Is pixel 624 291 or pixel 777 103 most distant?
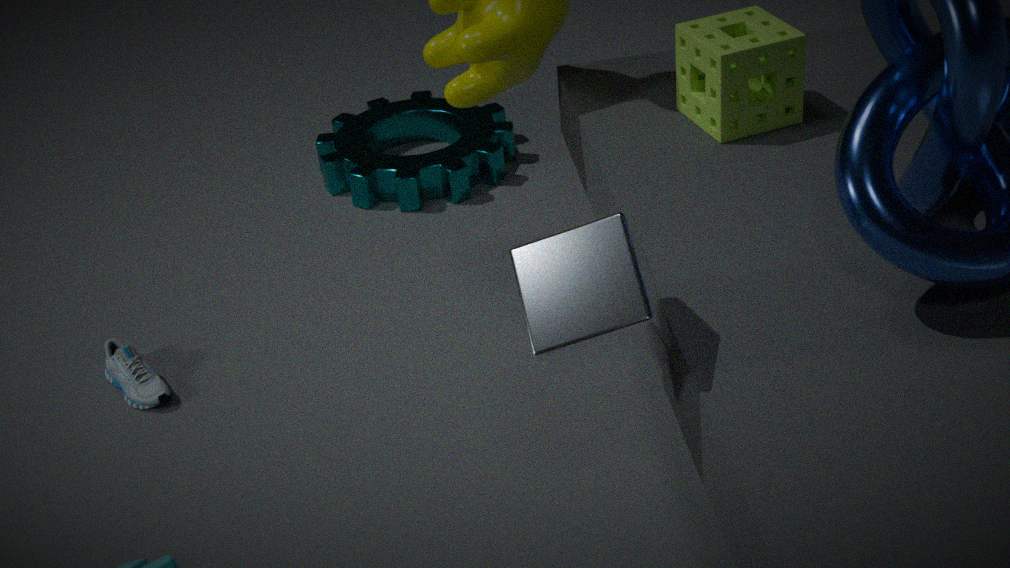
pixel 777 103
